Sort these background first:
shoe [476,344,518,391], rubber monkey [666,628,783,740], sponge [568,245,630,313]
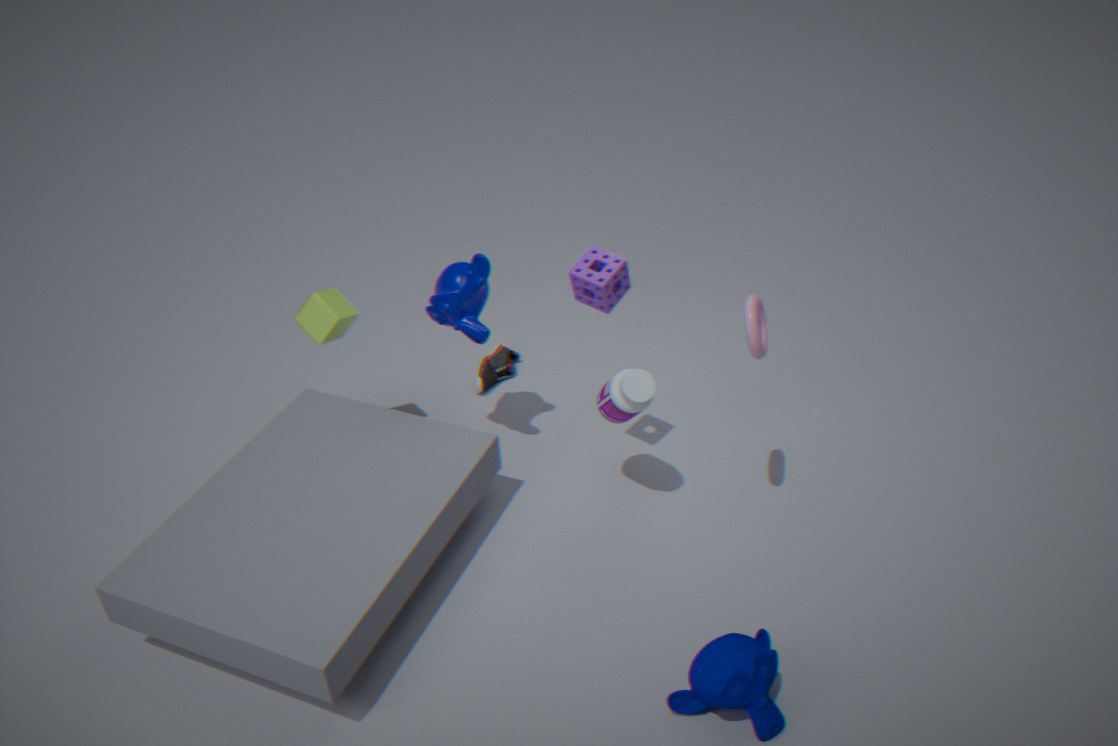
shoe [476,344,518,391] < sponge [568,245,630,313] < rubber monkey [666,628,783,740]
